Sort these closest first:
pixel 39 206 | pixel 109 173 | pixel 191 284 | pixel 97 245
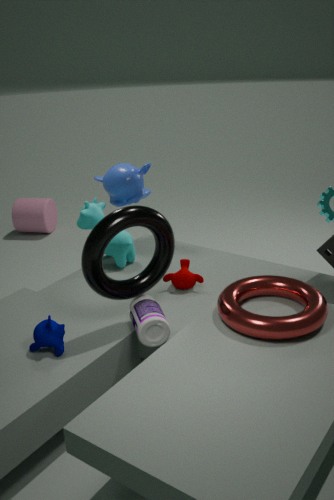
pixel 97 245, pixel 191 284, pixel 109 173, pixel 39 206
